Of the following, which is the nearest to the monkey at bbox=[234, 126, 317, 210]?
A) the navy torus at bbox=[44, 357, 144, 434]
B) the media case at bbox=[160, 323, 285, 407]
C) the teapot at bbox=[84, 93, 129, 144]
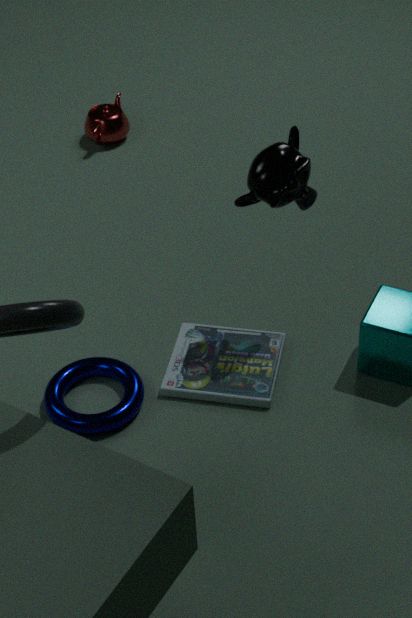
the media case at bbox=[160, 323, 285, 407]
